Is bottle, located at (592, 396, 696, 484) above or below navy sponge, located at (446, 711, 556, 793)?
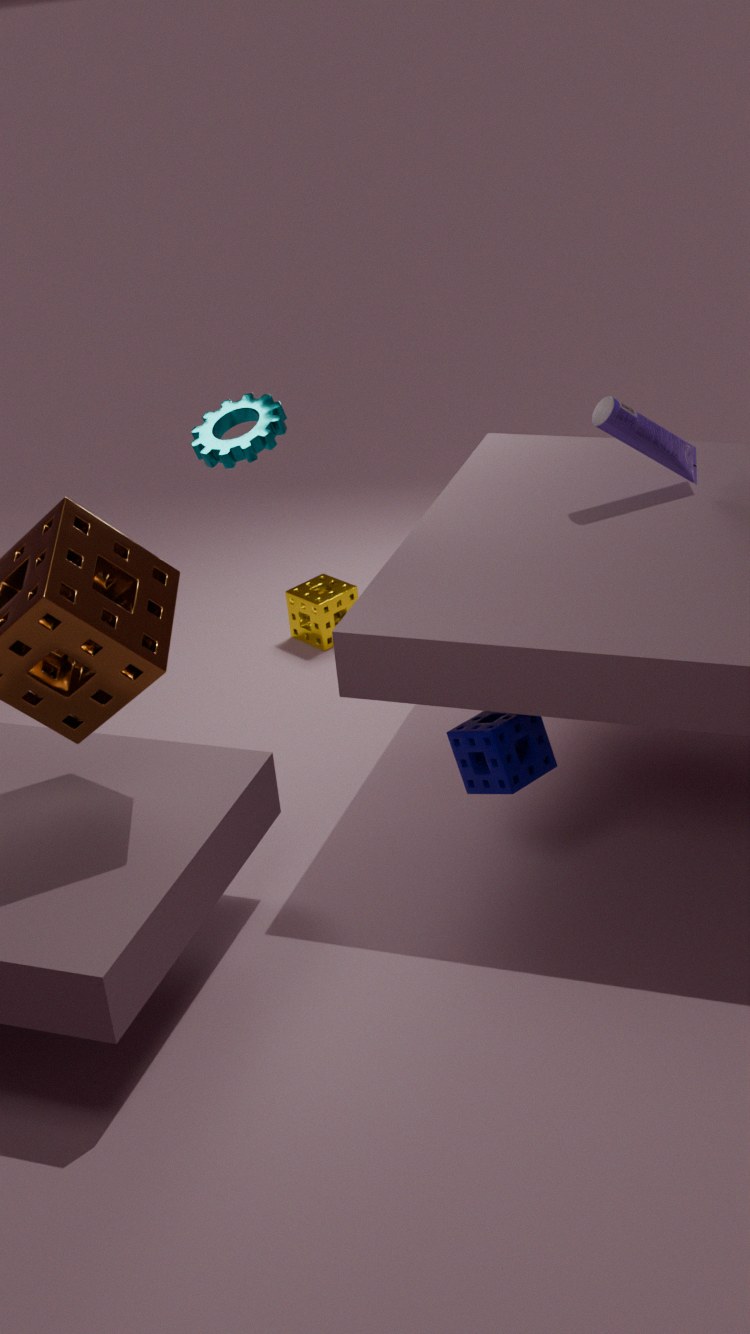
above
